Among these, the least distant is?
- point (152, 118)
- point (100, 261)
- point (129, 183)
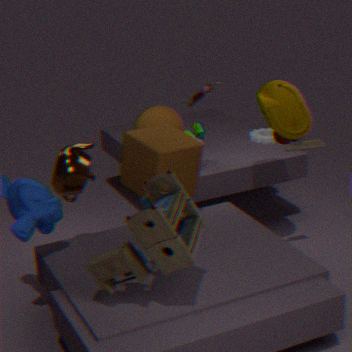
point (100, 261)
